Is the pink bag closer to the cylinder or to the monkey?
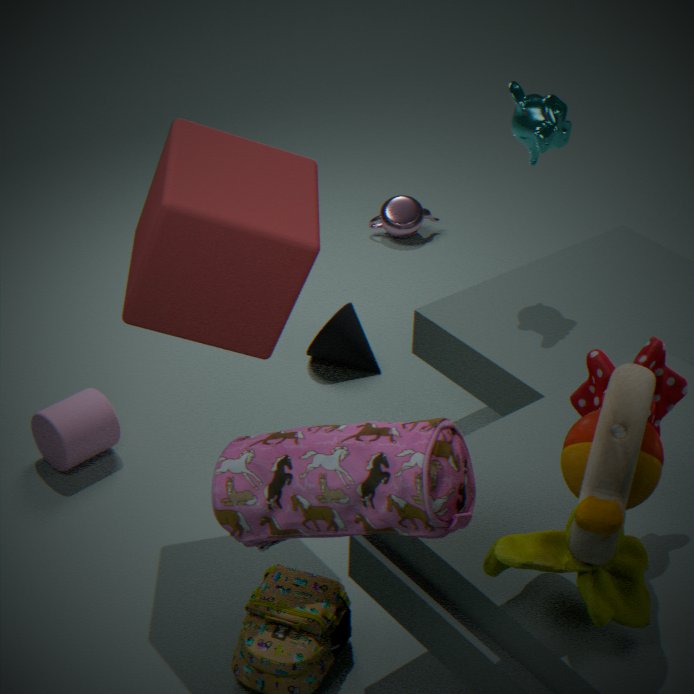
the cylinder
